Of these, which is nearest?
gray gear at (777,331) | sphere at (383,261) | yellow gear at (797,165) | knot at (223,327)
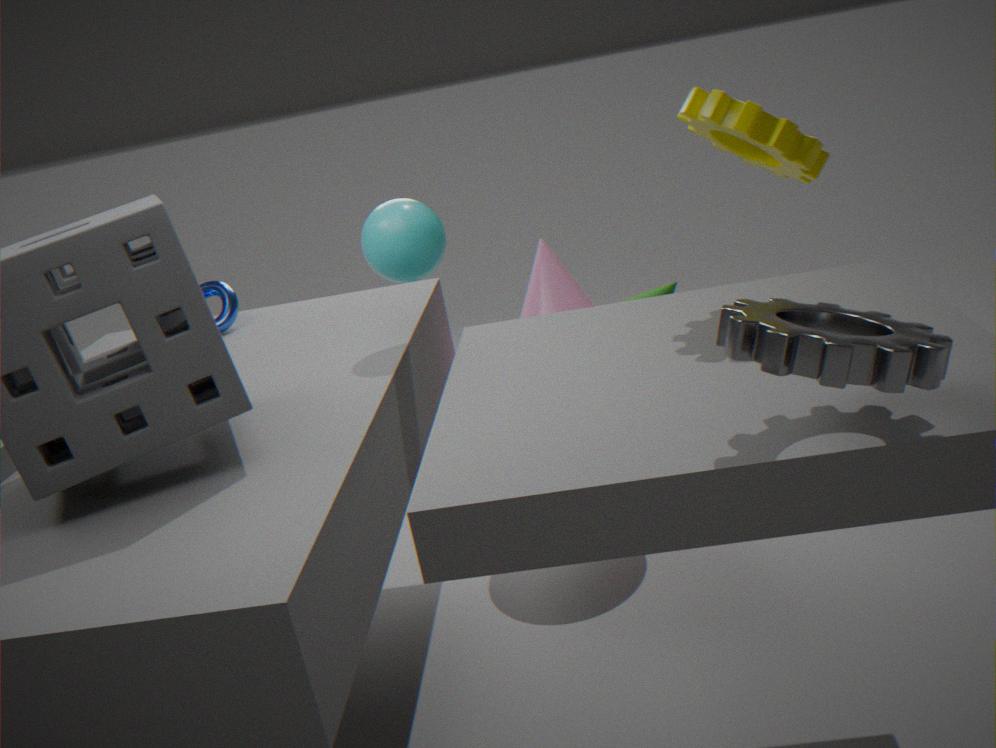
gray gear at (777,331)
